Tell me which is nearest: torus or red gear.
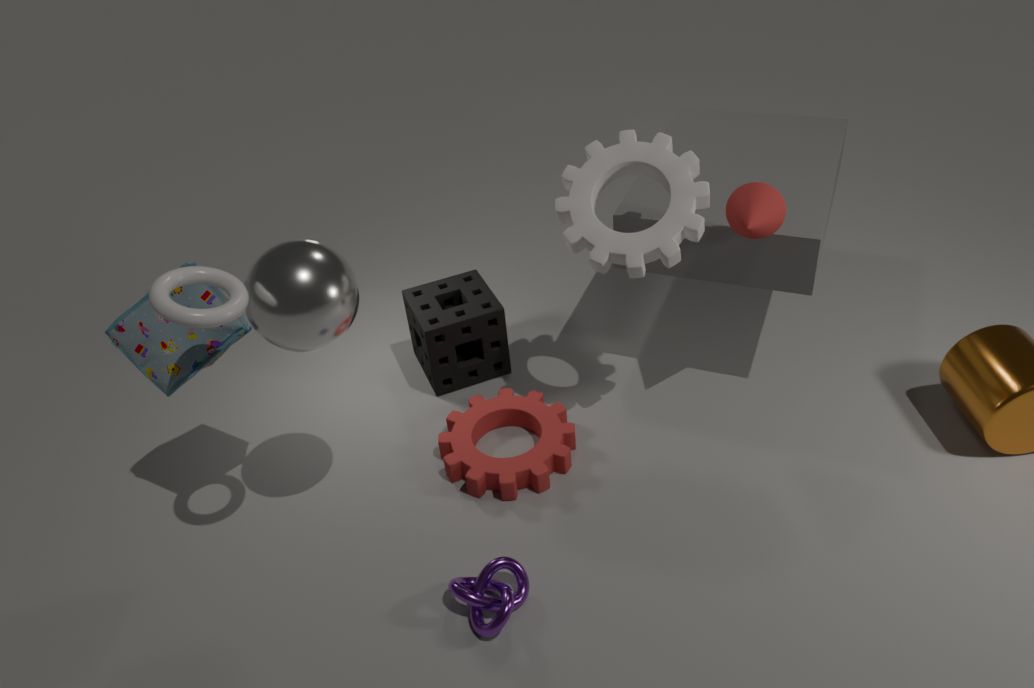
torus
